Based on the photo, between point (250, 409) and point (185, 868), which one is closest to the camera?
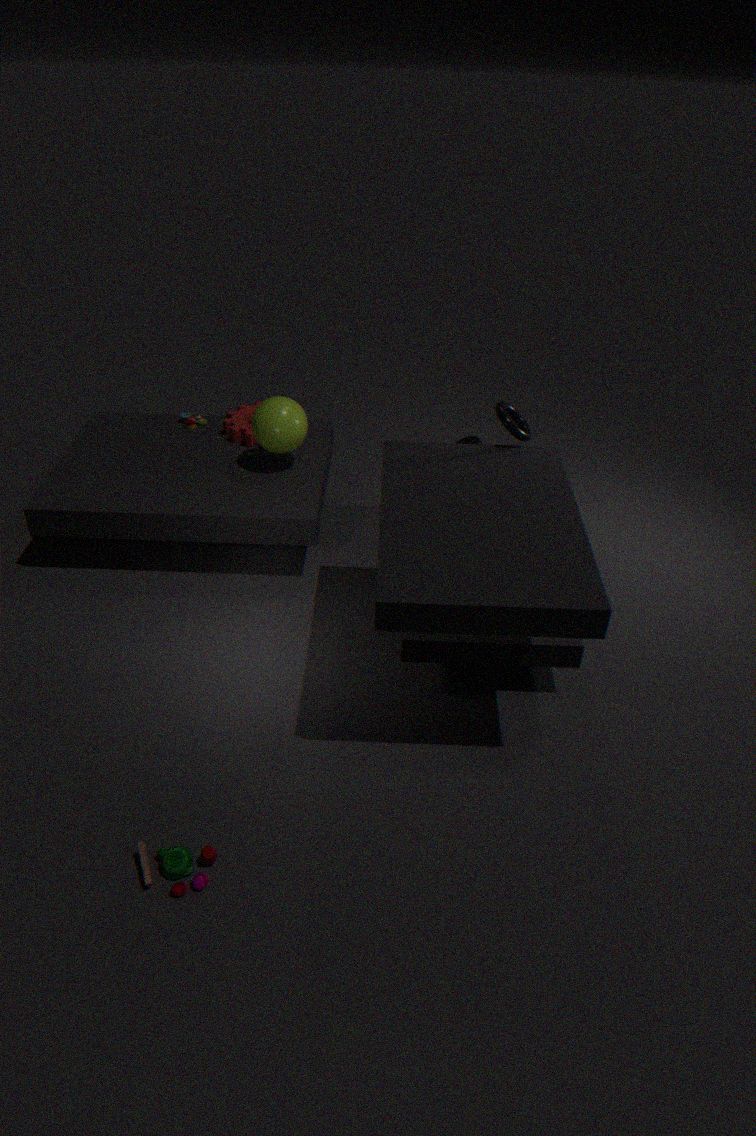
point (185, 868)
